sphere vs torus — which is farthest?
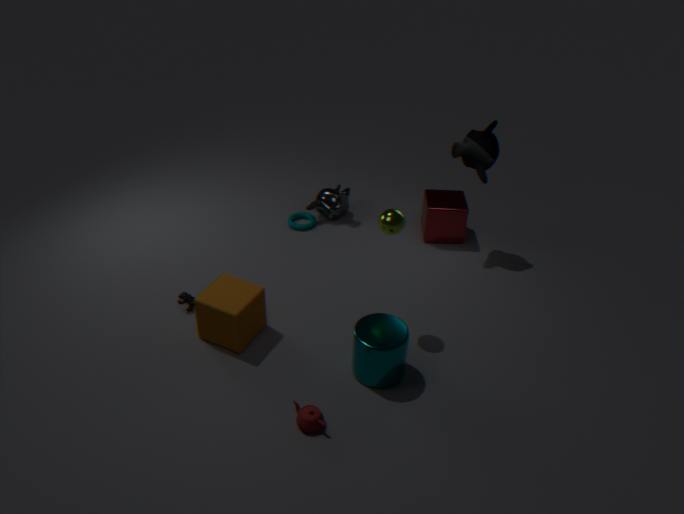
torus
